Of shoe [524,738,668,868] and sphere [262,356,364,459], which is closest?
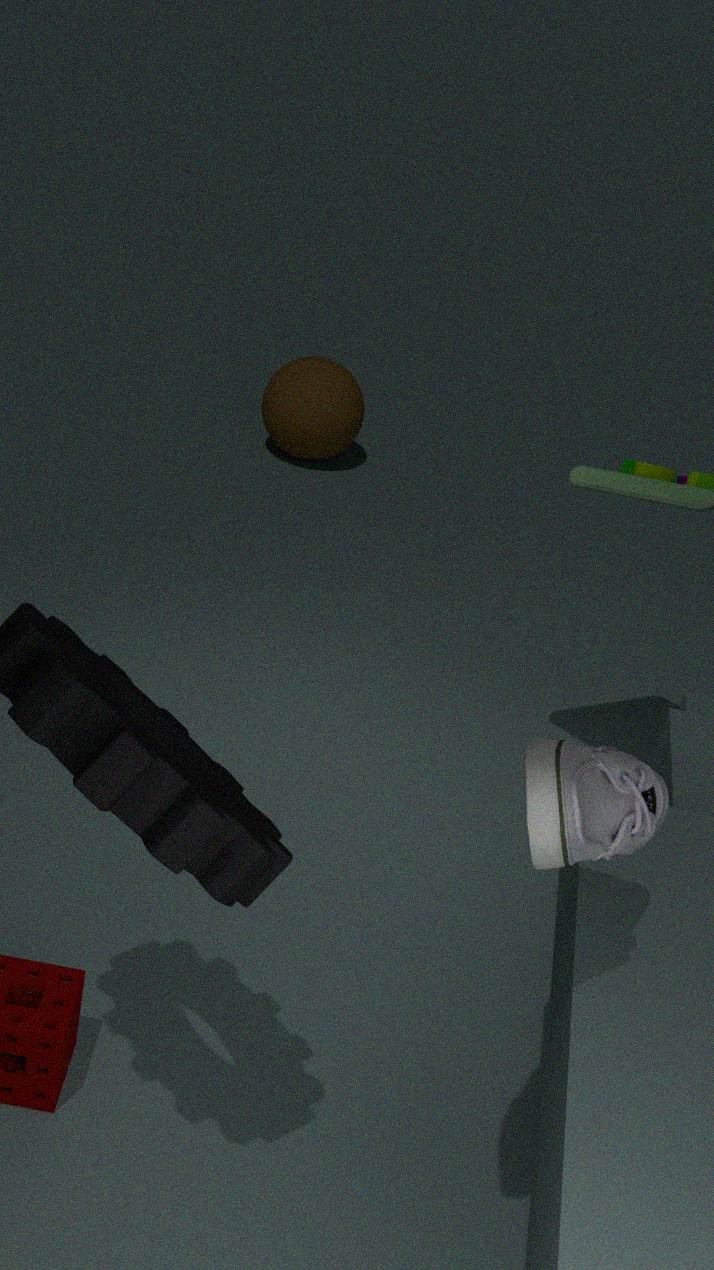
shoe [524,738,668,868]
